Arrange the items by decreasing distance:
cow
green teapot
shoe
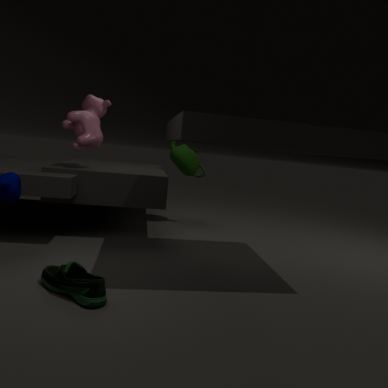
green teapot < cow < shoe
